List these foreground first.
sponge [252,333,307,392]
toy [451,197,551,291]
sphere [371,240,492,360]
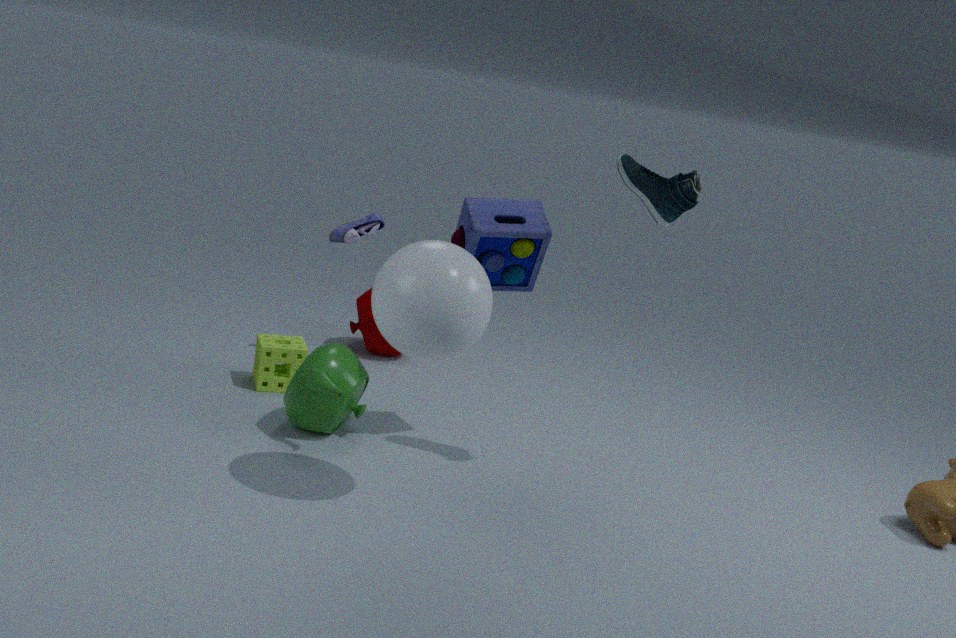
sphere [371,240,492,360] < toy [451,197,551,291] < sponge [252,333,307,392]
